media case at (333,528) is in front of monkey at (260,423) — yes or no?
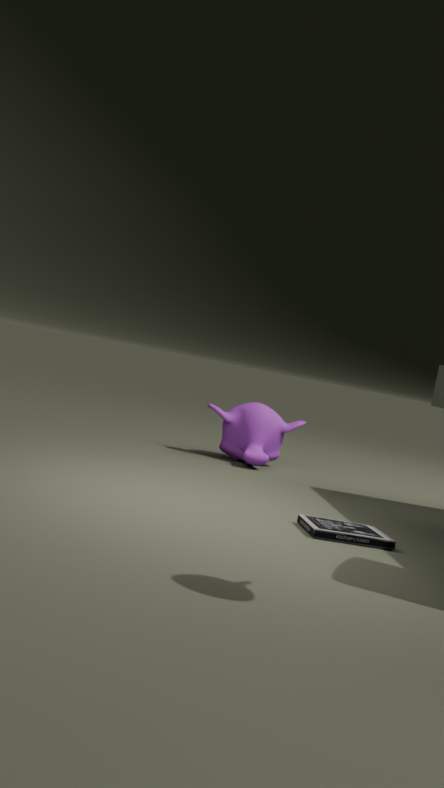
Yes
